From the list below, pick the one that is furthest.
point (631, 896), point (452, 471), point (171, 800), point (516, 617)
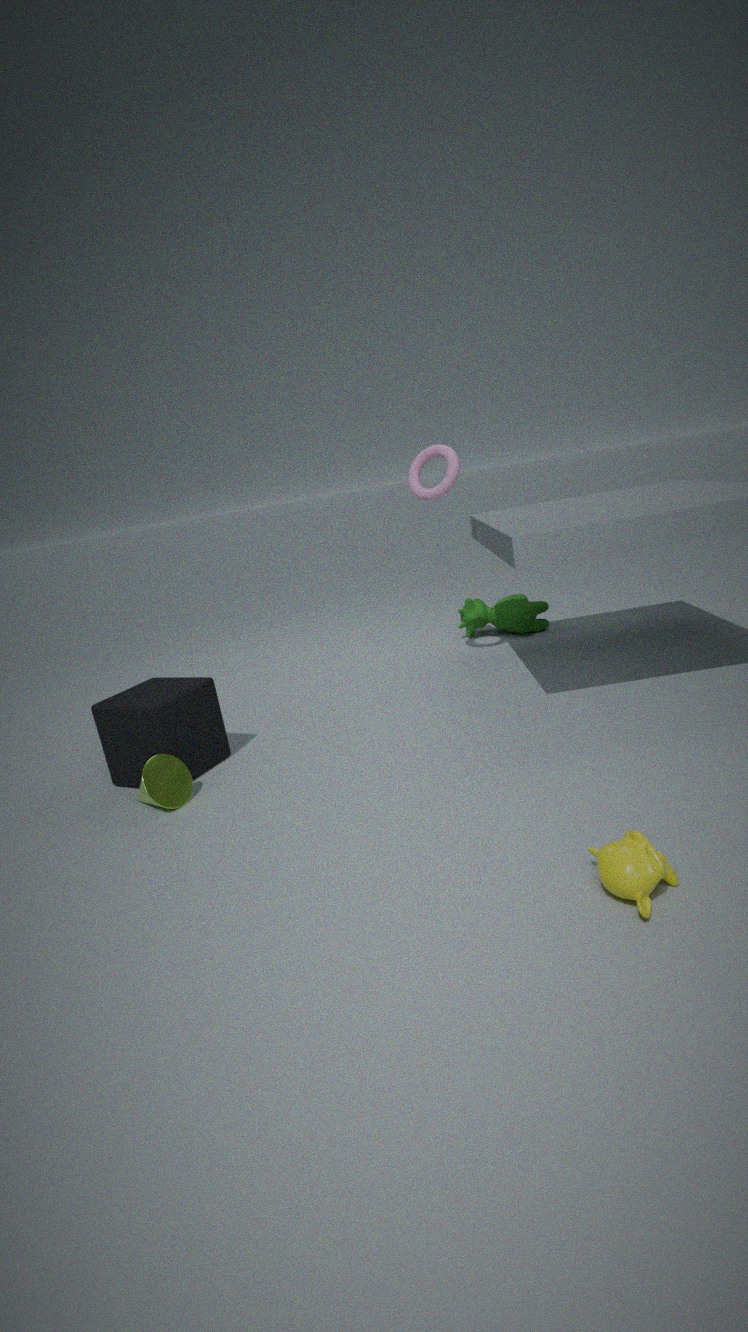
point (516, 617)
